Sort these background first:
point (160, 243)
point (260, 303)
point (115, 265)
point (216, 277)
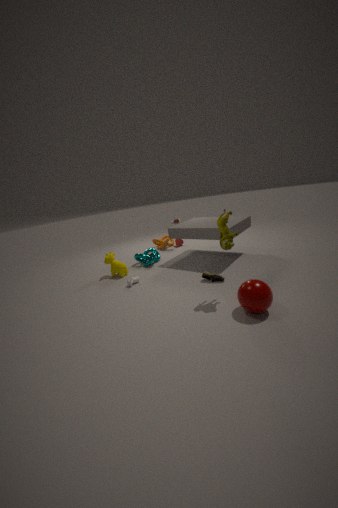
point (160, 243), point (115, 265), point (216, 277), point (260, 303)
